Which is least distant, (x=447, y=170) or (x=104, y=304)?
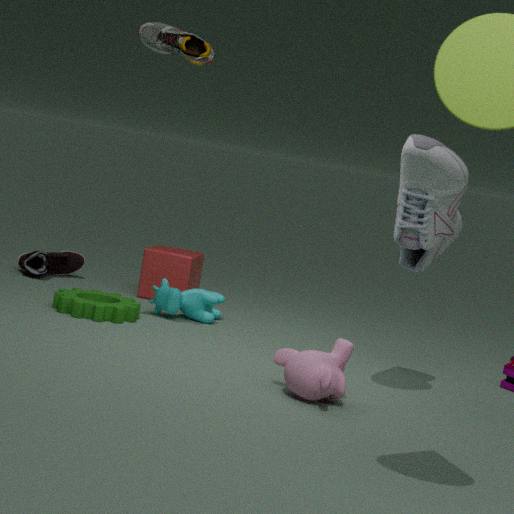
(x=447, y=170)
